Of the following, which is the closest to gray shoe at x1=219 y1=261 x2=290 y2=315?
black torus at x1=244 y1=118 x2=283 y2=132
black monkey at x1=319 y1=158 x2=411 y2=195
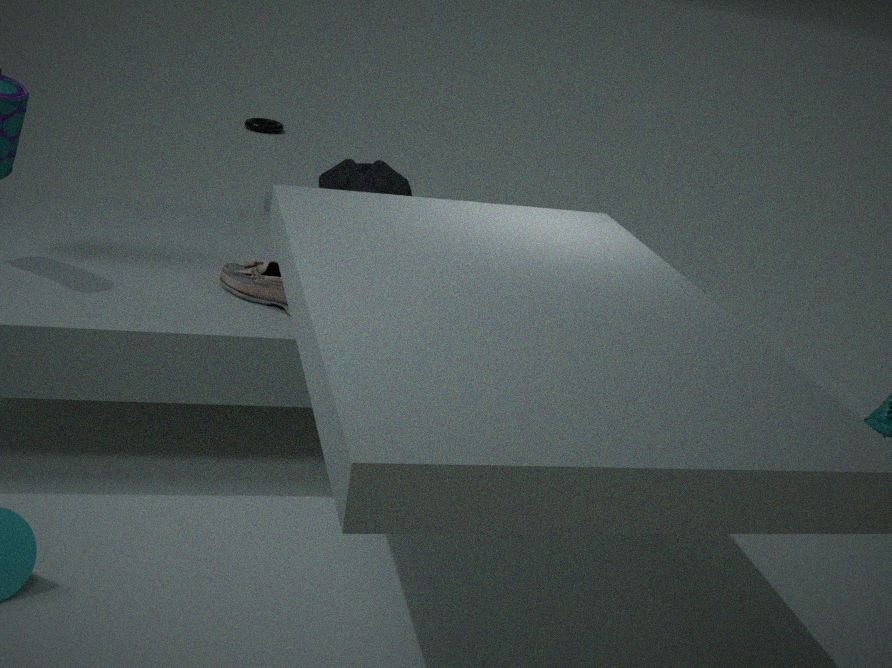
black monkey at x1=319 y1=158 x2=411 y2=195
